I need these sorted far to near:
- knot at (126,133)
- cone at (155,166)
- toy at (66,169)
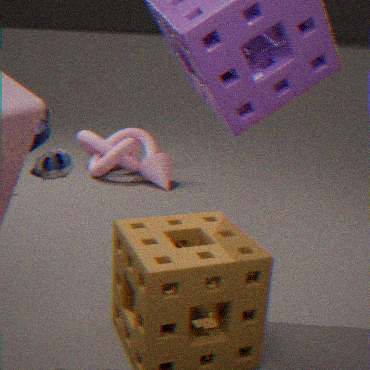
knot at (126,133)
cone at (155,166)
toy at (66,169)
